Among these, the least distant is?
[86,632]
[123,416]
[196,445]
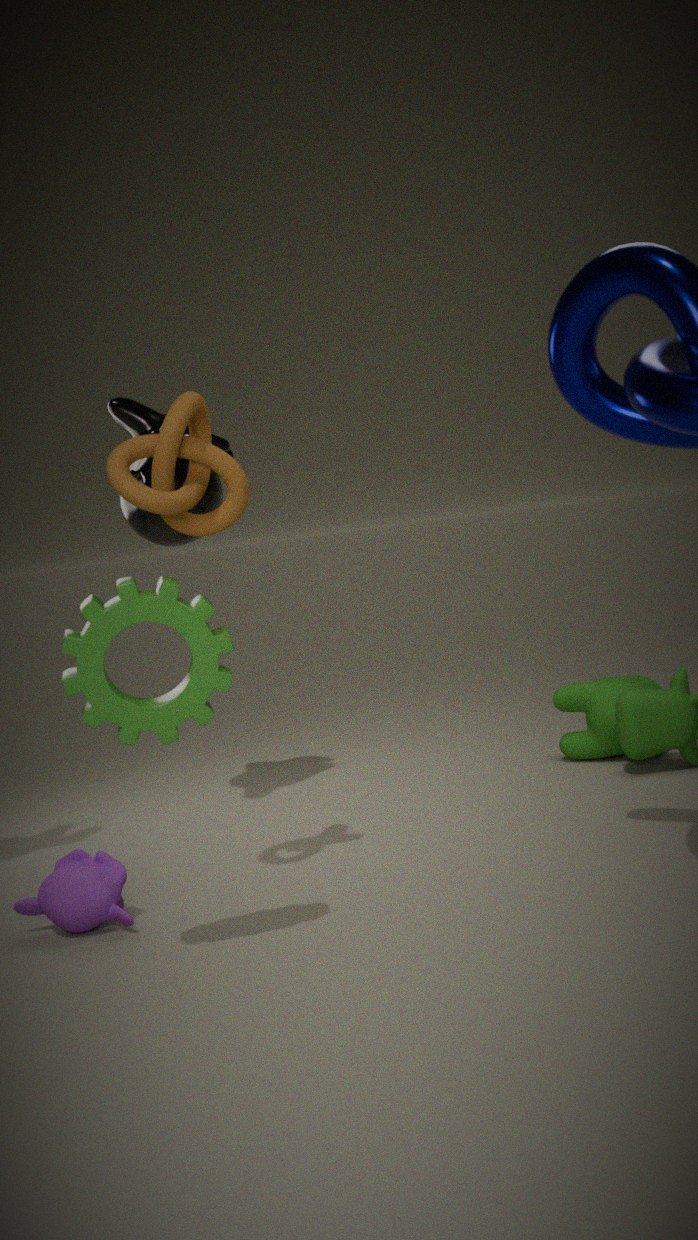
[86,632]
